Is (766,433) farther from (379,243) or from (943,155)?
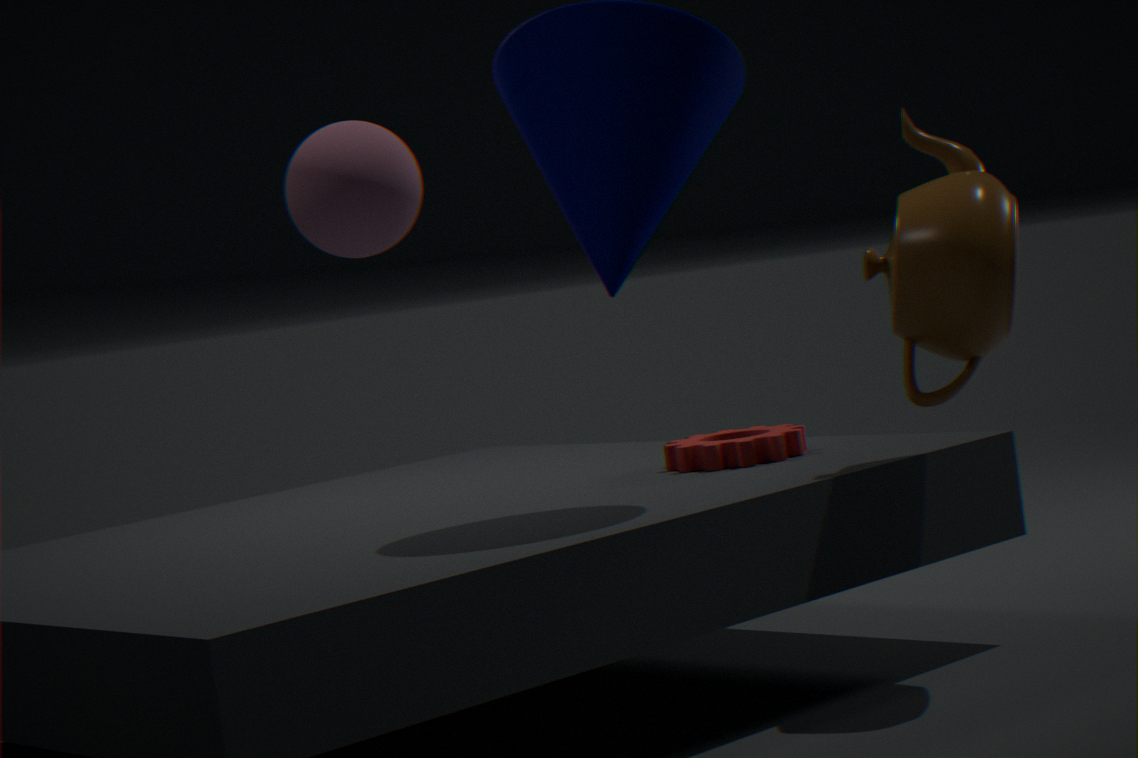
(379,243)
